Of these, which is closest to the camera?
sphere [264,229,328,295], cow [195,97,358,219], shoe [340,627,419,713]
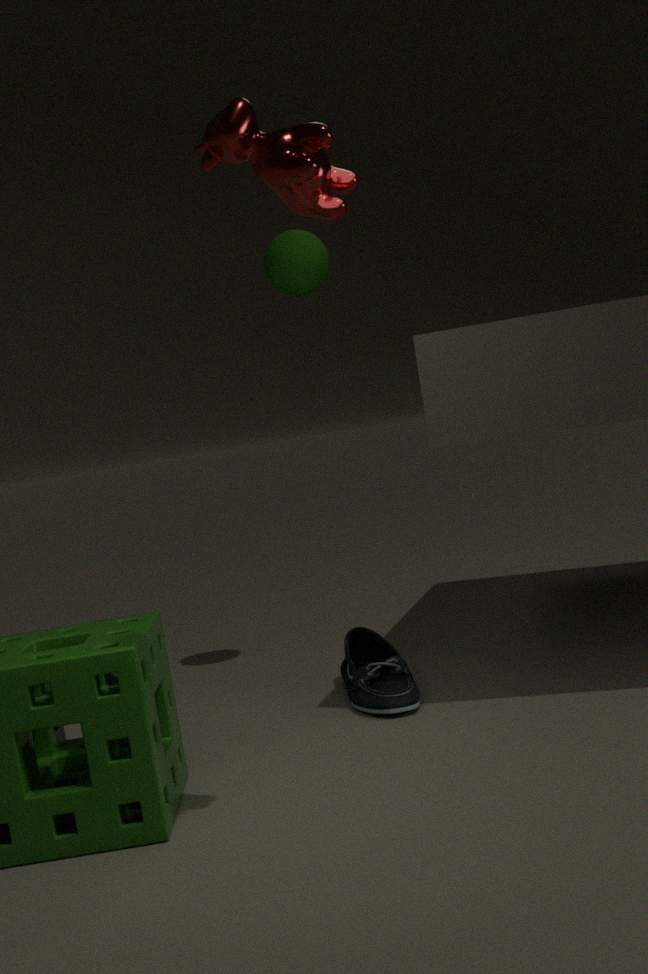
cow [195,97,358,219]
